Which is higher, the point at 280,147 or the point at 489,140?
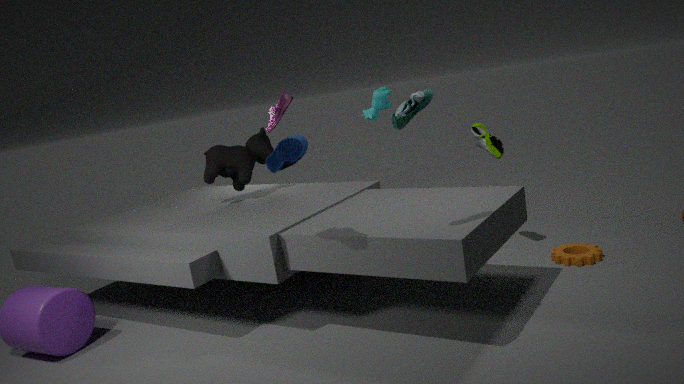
the point at 280,147
